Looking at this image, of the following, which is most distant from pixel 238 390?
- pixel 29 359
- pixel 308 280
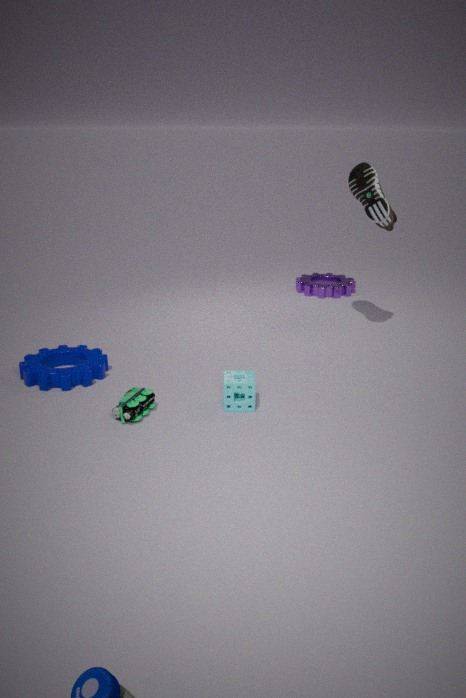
pixel 308 280
